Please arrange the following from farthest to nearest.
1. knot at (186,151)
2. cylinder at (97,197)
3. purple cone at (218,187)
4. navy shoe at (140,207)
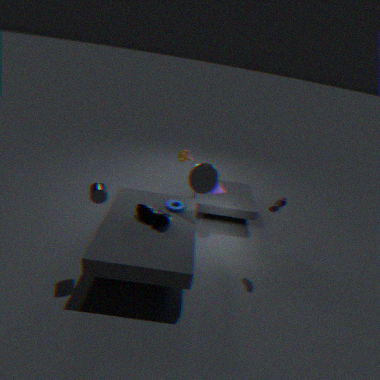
knot at (186,151)
purple cone at (218,187)
navy shoe at (140,207)
cylinder at (97,197)
